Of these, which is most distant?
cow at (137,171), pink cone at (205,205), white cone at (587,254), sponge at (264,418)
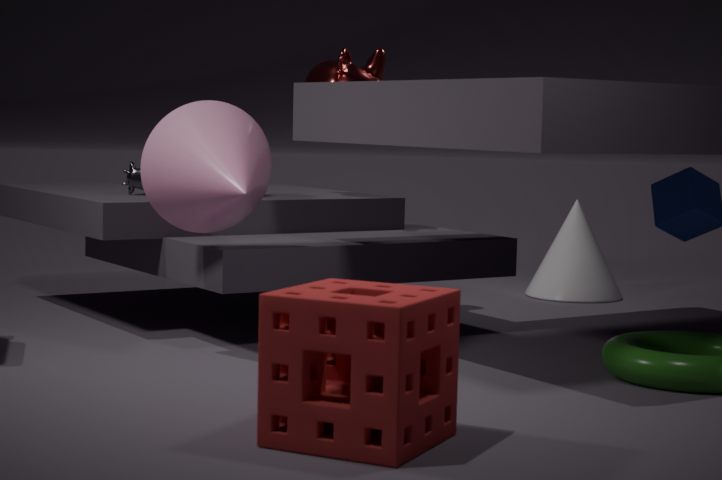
white cone at (587,254)
